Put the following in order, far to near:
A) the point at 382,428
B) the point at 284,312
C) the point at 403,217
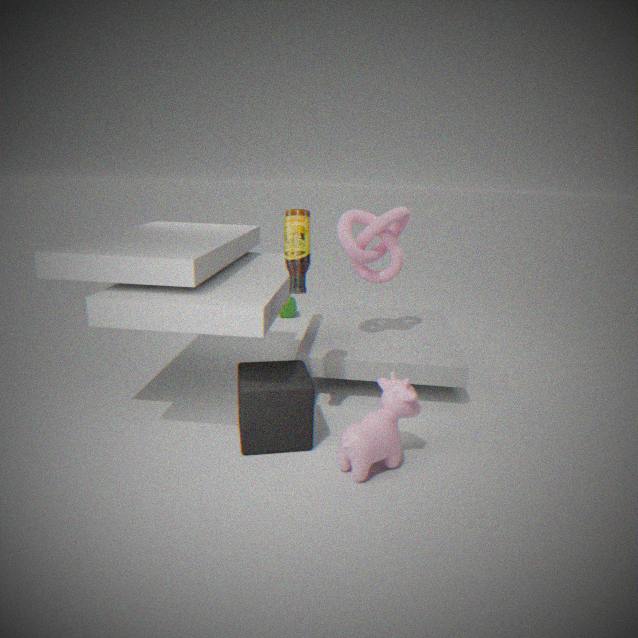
the point at 284,312
the point at 403,217
the point at 382,428
